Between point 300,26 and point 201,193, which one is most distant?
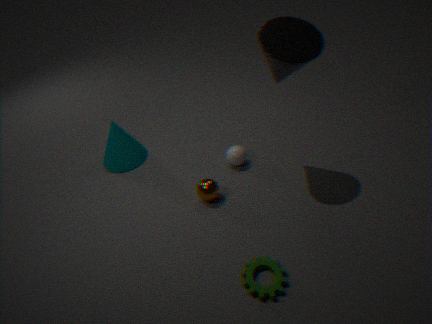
point 201,193
